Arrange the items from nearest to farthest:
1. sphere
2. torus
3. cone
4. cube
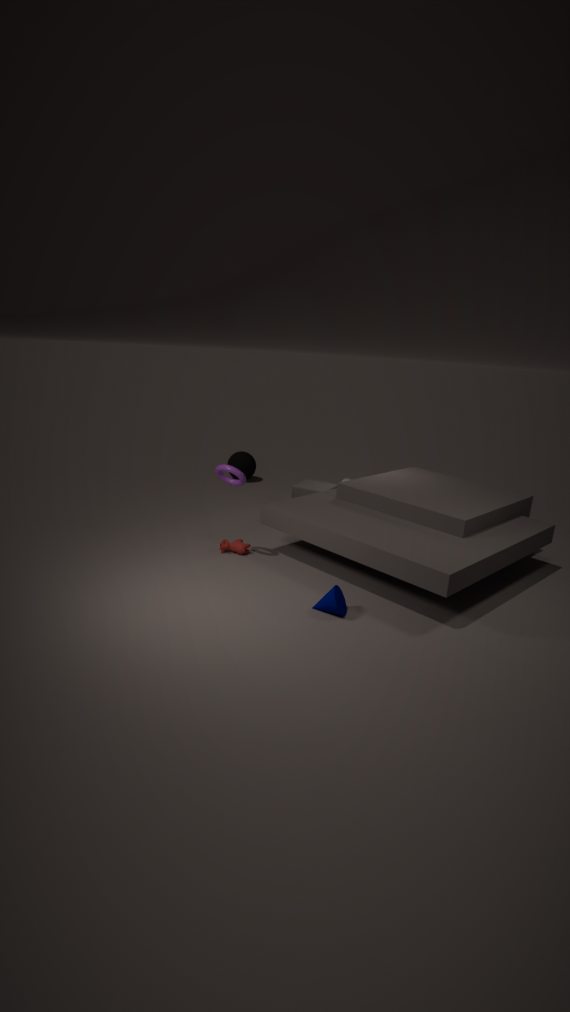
cone < torus < cube < sphere
